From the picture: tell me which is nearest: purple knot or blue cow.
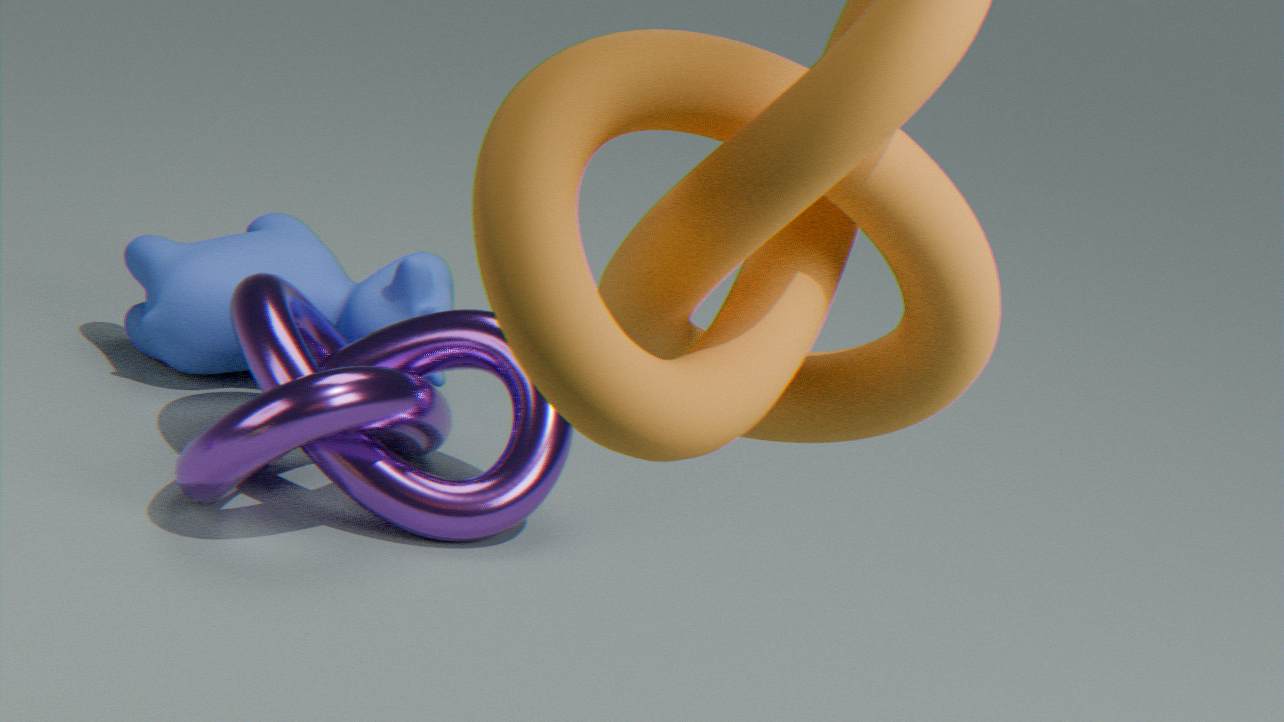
purple knot
